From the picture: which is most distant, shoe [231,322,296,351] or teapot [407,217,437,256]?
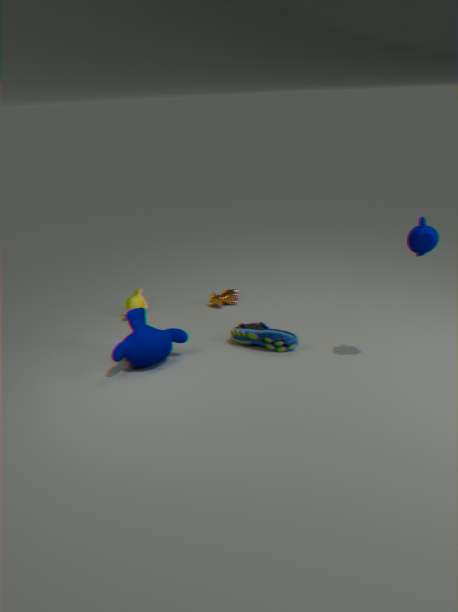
shoe [231,322,296,351]
